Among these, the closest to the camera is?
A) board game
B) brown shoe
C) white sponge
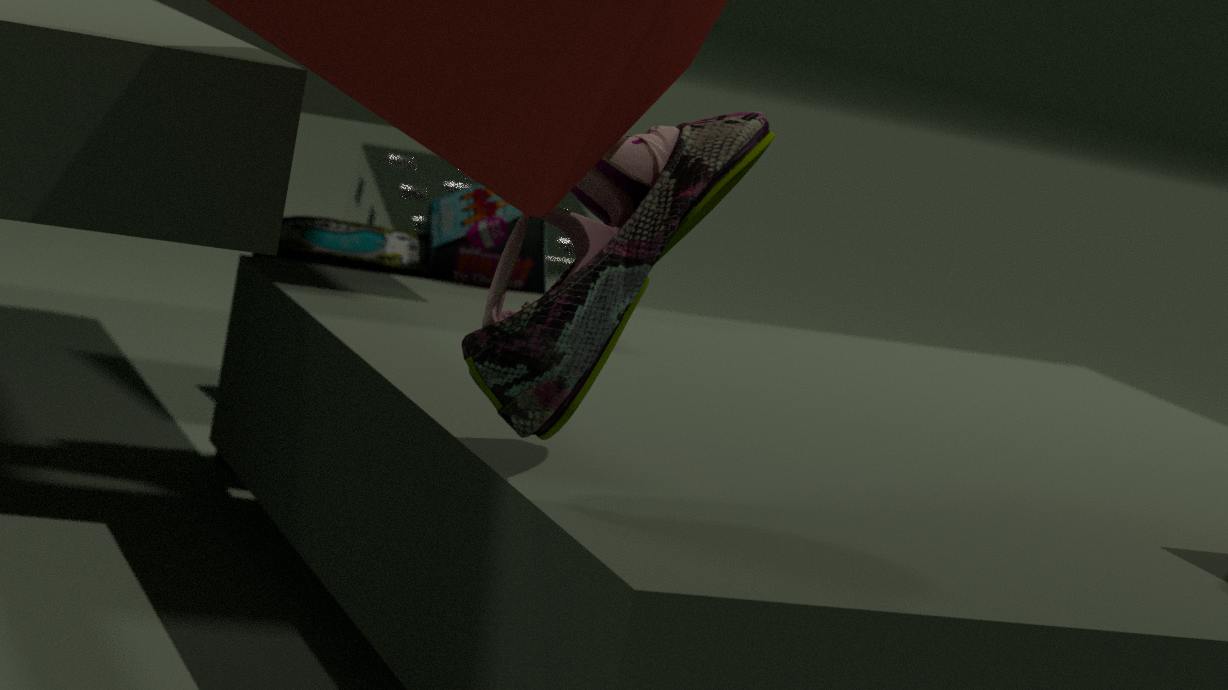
brown shoe
